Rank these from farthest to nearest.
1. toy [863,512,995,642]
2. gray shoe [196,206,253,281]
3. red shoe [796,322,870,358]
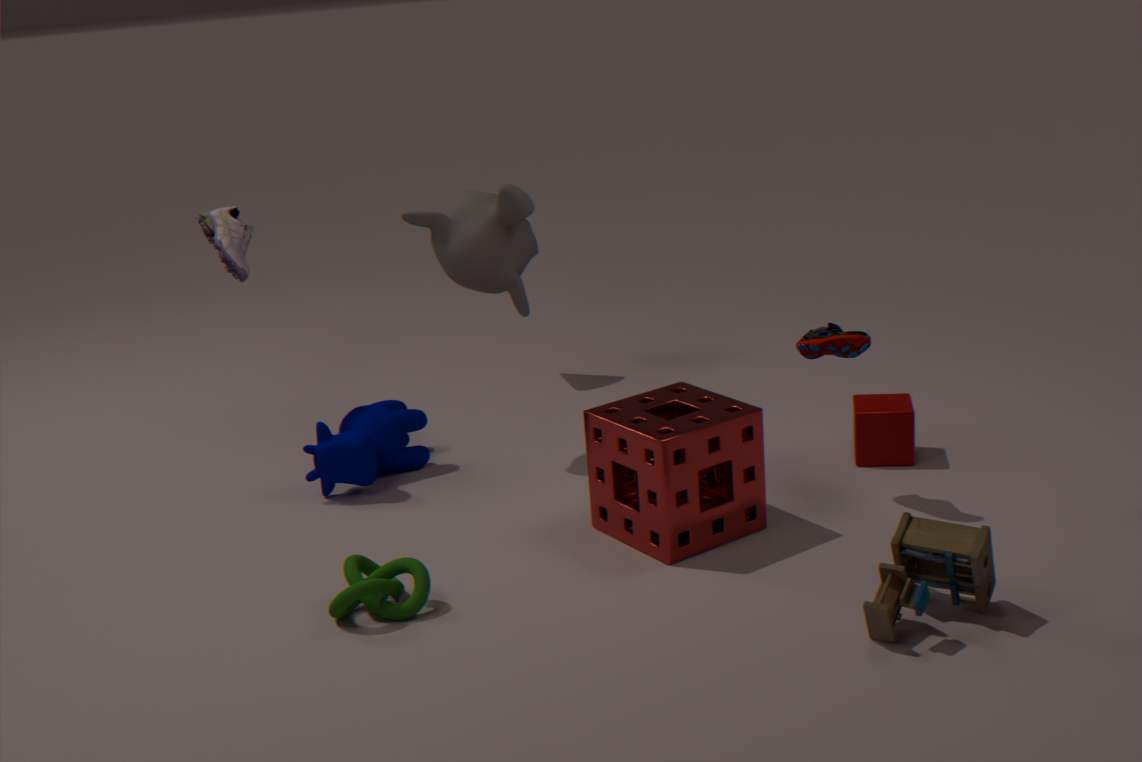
gray shoe [196,206,253,281]
red shoe [796,322,870,358]
toy [863,512,995,642]
